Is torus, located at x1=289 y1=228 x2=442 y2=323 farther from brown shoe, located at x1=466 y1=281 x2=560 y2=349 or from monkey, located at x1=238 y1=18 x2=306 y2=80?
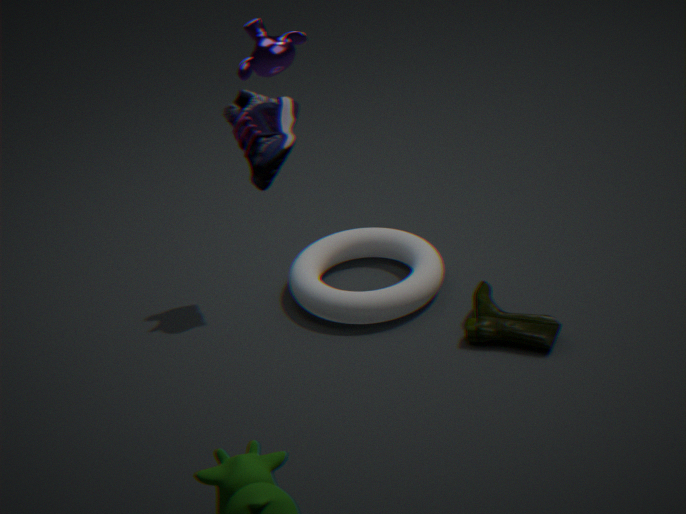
monkey, located at x1=238 y1=18 x2=306 y2=80
